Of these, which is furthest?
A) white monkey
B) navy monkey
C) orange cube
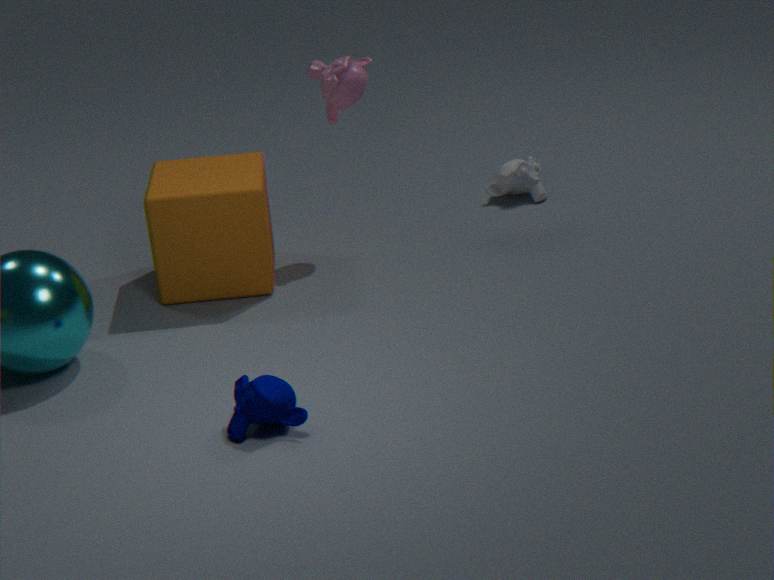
white monkey
